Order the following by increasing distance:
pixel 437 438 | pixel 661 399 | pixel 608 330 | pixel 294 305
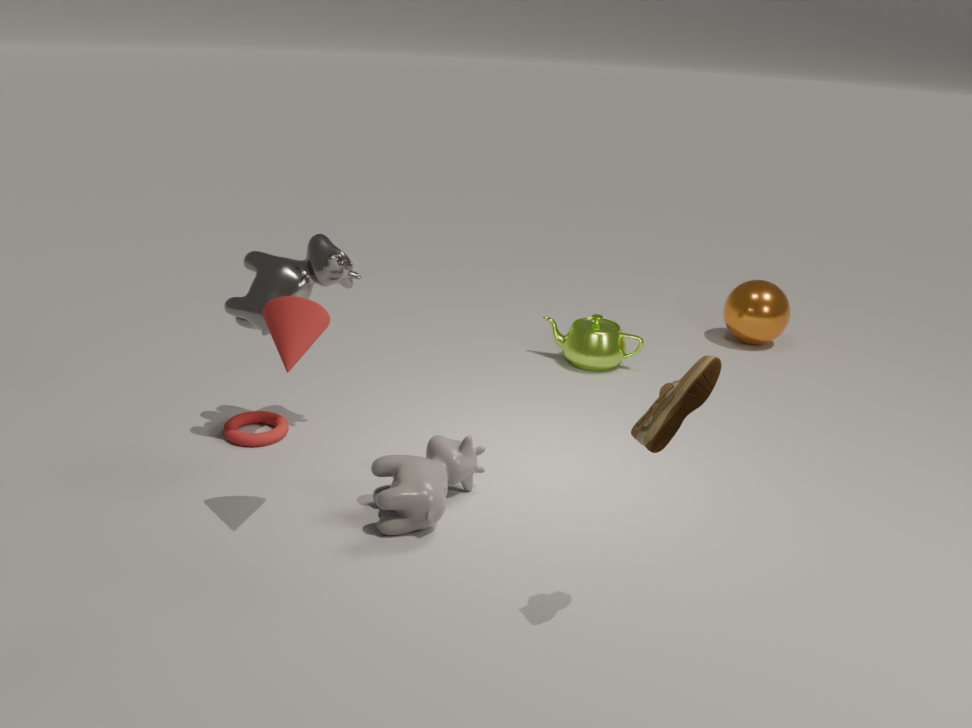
pixel 661 399, pixel 294 305, pixel 437 438, pixel 608 330
